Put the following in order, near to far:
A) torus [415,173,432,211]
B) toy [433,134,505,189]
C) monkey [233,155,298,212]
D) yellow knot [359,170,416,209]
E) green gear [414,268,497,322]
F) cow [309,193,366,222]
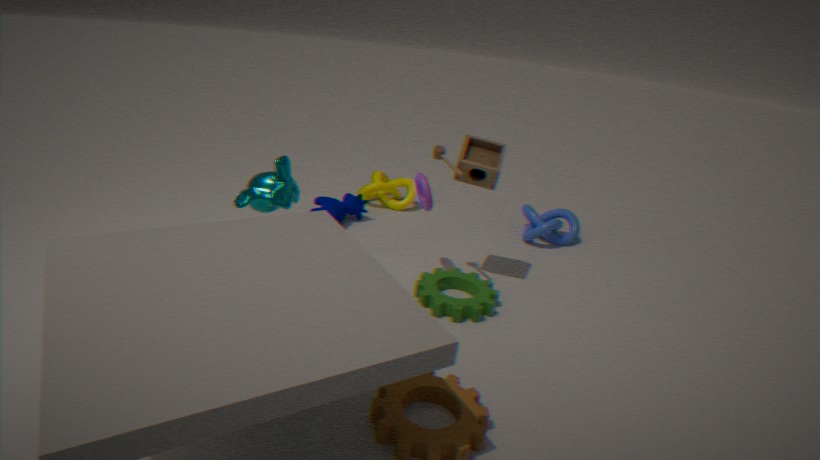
monkey [233,155,298,212]
green gear [414,268,497,322]
toy [433,134,505,189]
torus [415,173,432,211]
cow [309,193,366,222]
yellow knot [359,170,416,209]
